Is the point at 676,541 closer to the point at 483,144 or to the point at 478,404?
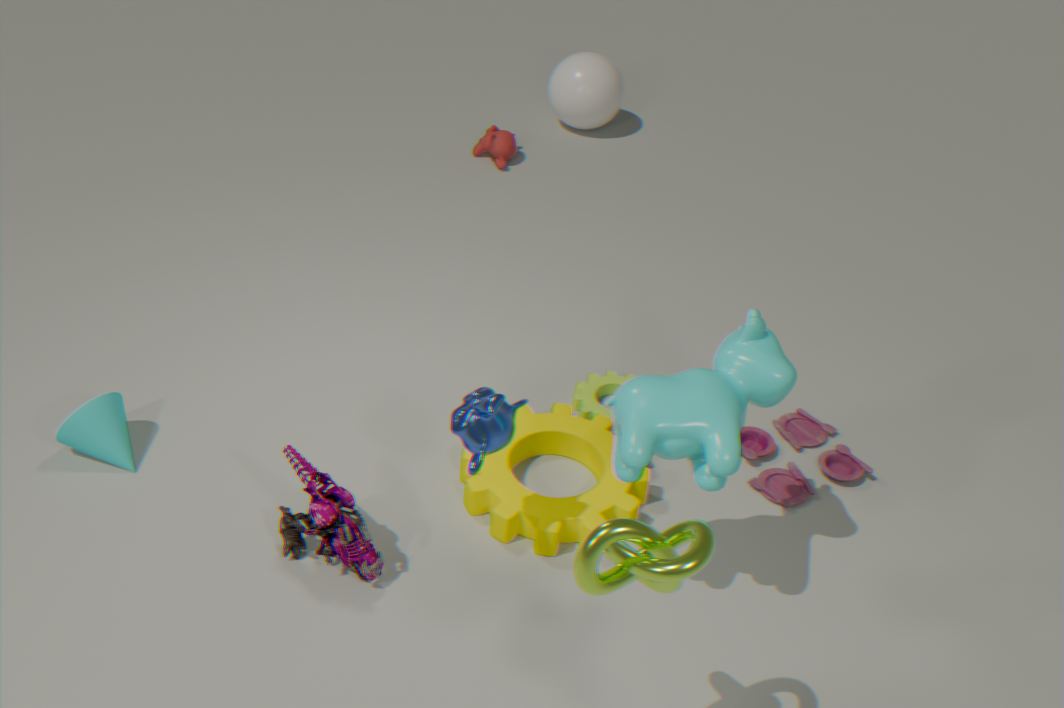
the point at 478,404
